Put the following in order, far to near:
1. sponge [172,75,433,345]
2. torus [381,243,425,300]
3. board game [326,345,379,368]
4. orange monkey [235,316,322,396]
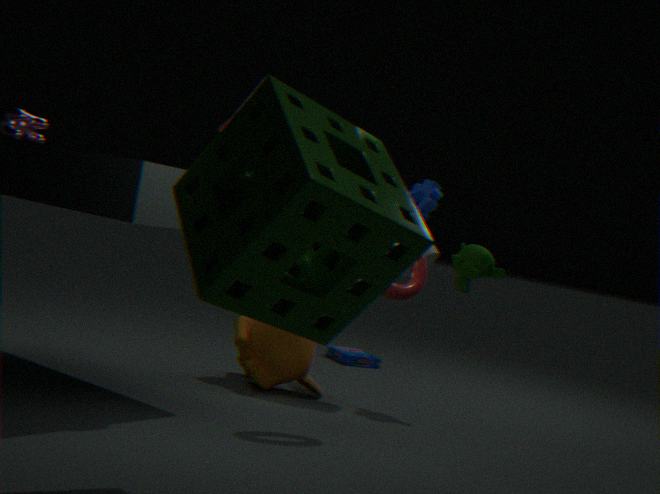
board game [326,345,379,368], orange monkey [235,316,322,396], torus [381,243,425,300], sponge [172,75,433,345]
